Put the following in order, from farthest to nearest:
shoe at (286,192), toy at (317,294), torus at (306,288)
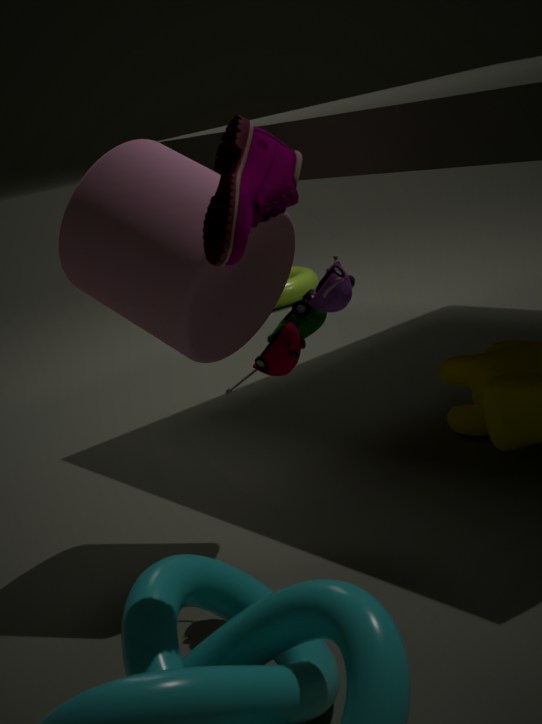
torus at (306,288), toy at (317,294), shoe at (286,192)
